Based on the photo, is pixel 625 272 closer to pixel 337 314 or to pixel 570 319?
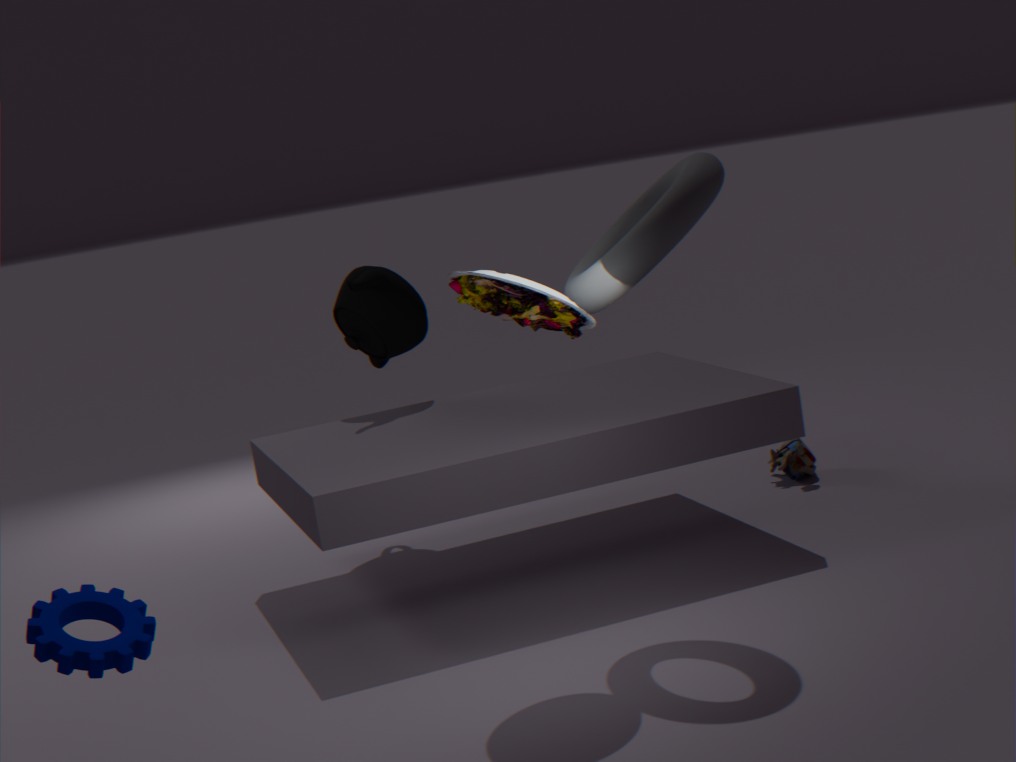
pixel 570 319
